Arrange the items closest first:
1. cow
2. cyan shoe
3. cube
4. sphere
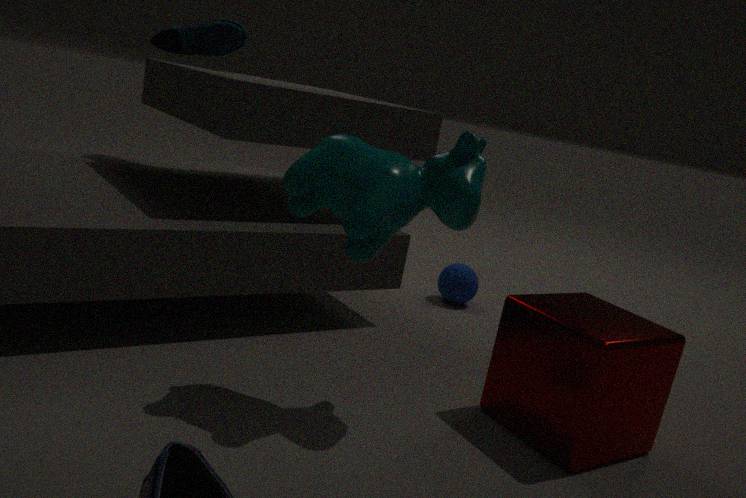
cow < cube < cyan shoe < sphere
